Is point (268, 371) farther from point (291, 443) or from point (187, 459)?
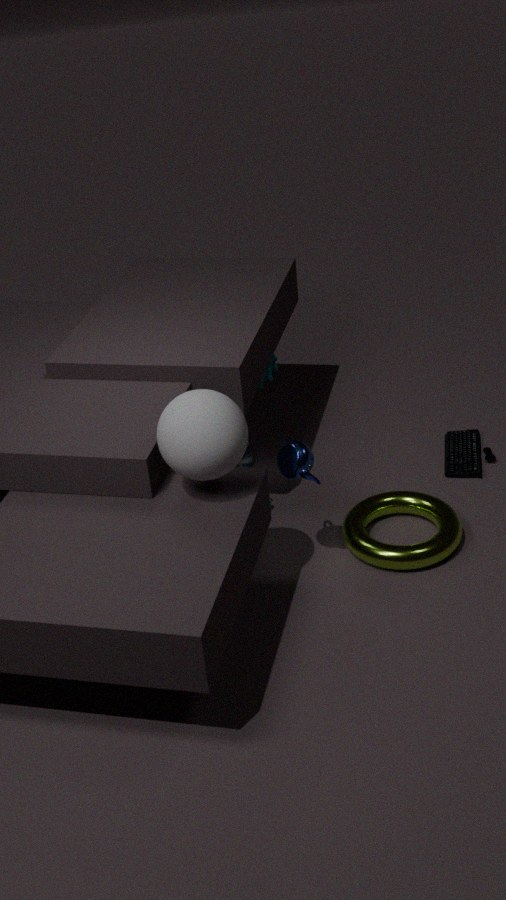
point (187, 459)
